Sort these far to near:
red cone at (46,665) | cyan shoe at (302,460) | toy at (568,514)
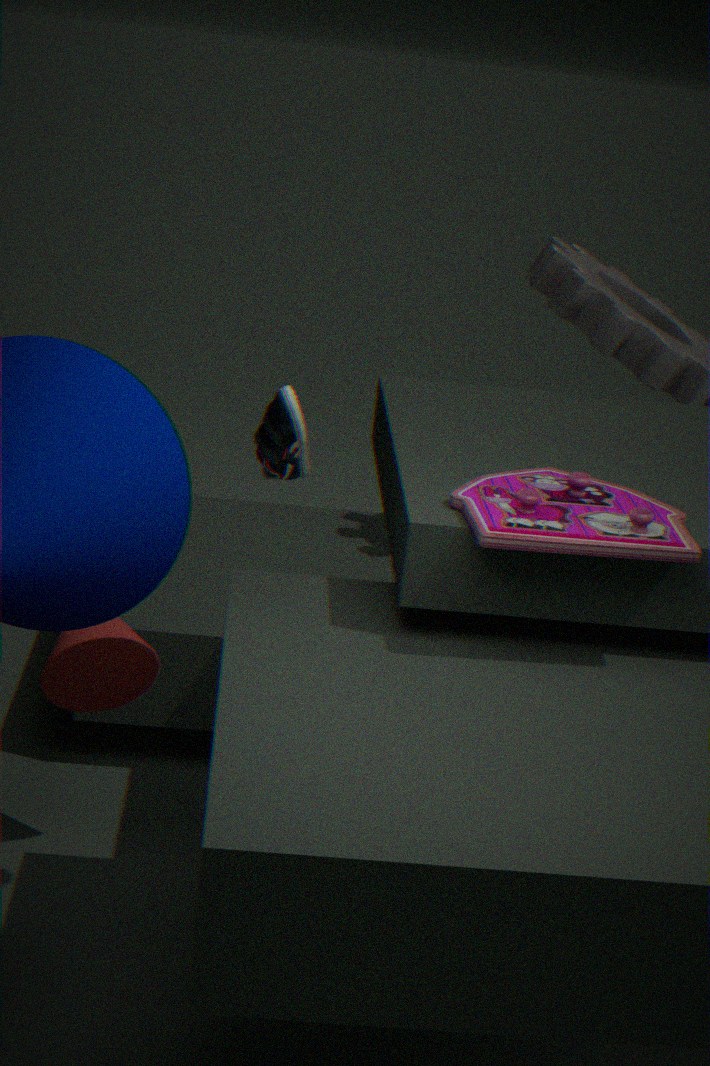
red cone at (46,665)
cyan shoe at (302,460)
toy at (568,514)
